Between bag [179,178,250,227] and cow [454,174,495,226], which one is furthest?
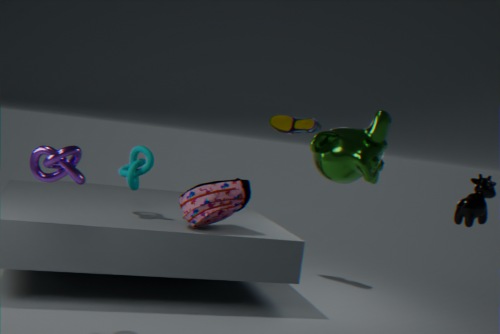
bag [179,178,250,227]
